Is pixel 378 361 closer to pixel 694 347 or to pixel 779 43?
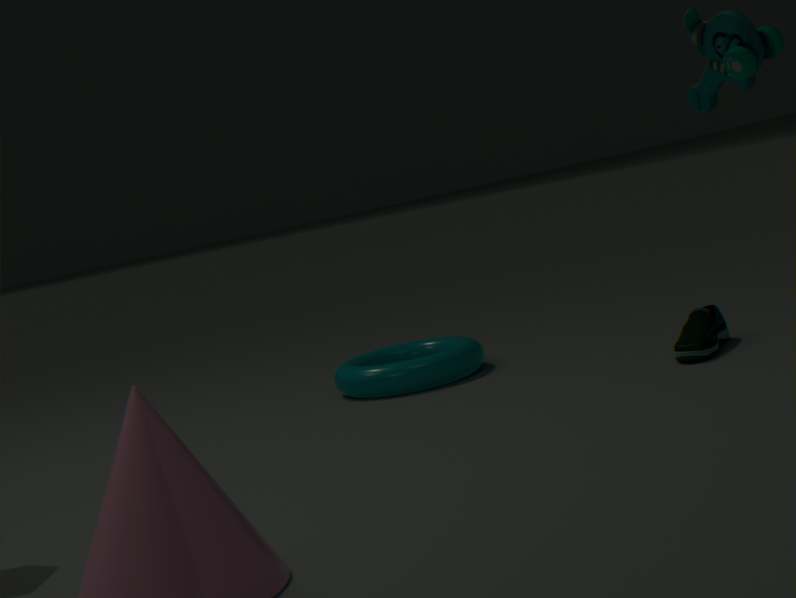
pixel 694 347
